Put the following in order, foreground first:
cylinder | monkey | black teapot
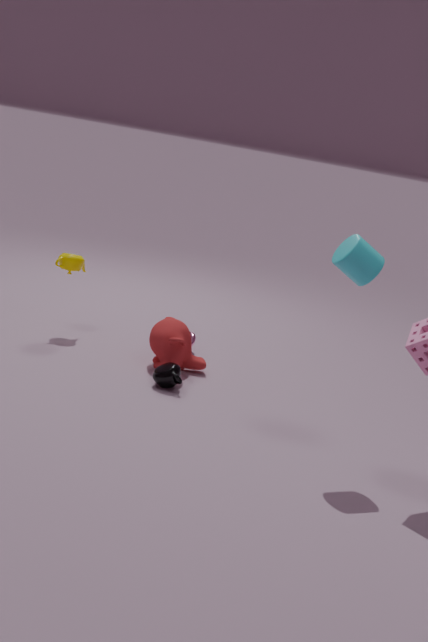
cylinder, black teapot, monkey
